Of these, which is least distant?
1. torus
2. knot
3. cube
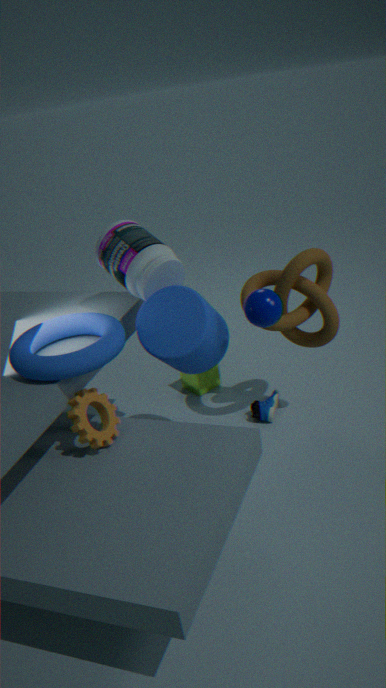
torus
